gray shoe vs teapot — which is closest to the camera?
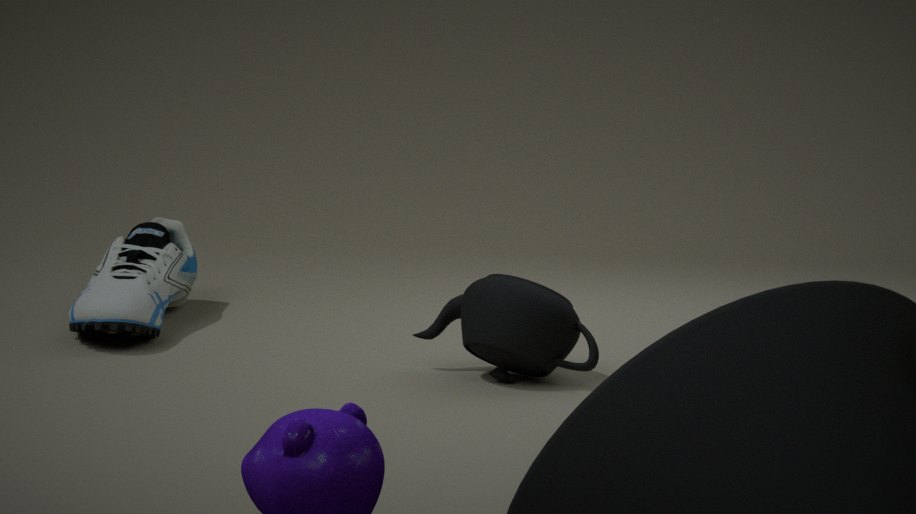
teapot
